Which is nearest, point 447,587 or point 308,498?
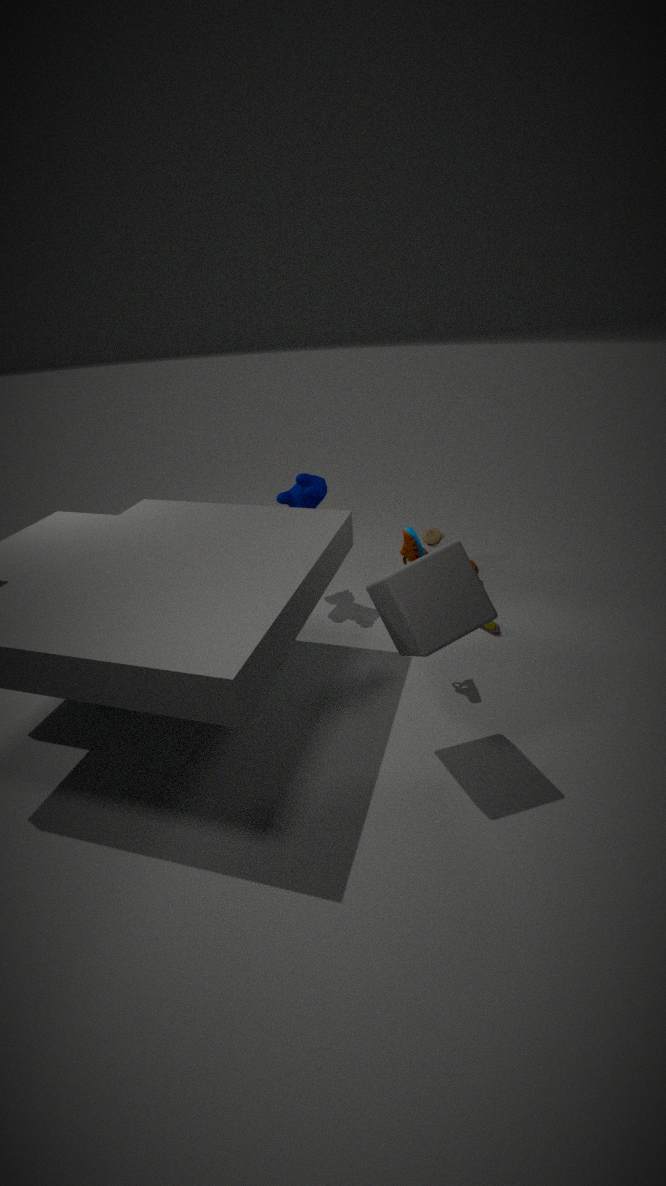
point 447,587
